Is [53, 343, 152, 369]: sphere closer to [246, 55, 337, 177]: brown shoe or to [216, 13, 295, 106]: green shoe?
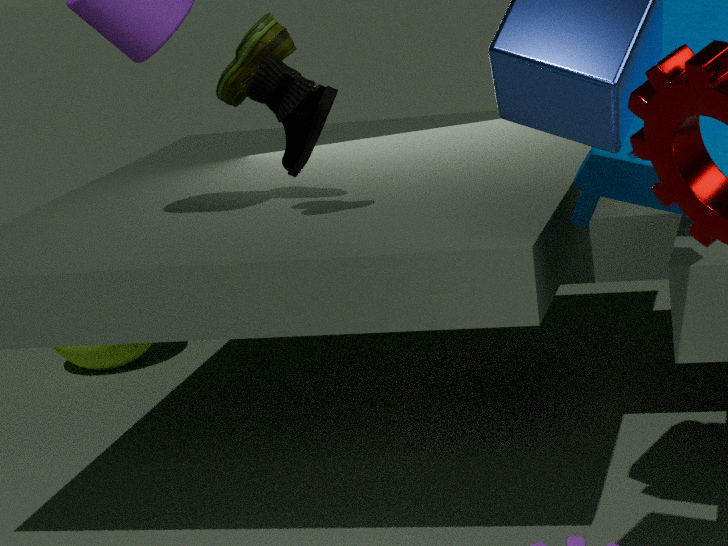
[216, 13, 295, 106]: green shoe
